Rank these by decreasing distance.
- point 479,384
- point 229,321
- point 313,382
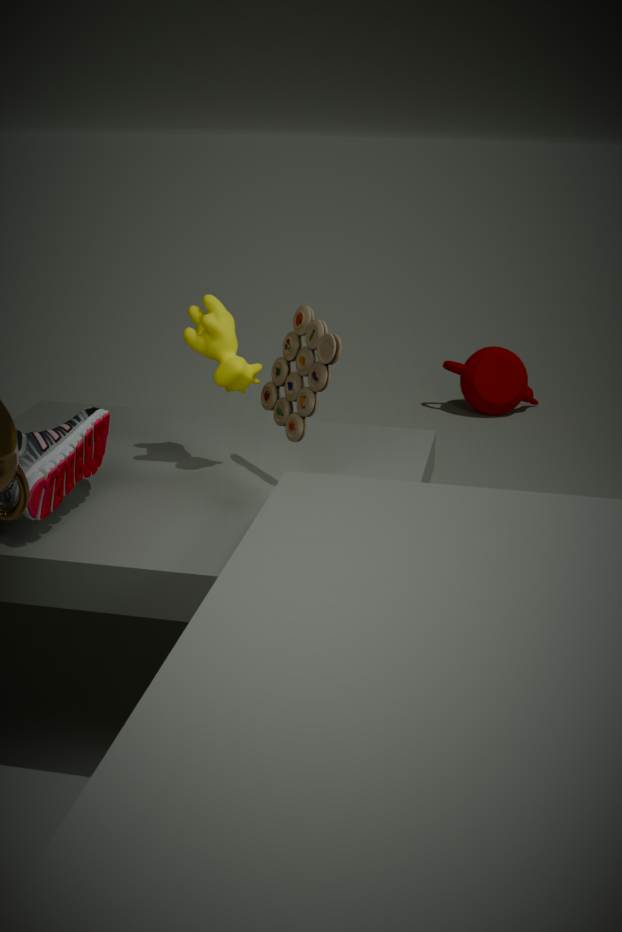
1. point 479,384
2. point 229,321
3. point 313,382
